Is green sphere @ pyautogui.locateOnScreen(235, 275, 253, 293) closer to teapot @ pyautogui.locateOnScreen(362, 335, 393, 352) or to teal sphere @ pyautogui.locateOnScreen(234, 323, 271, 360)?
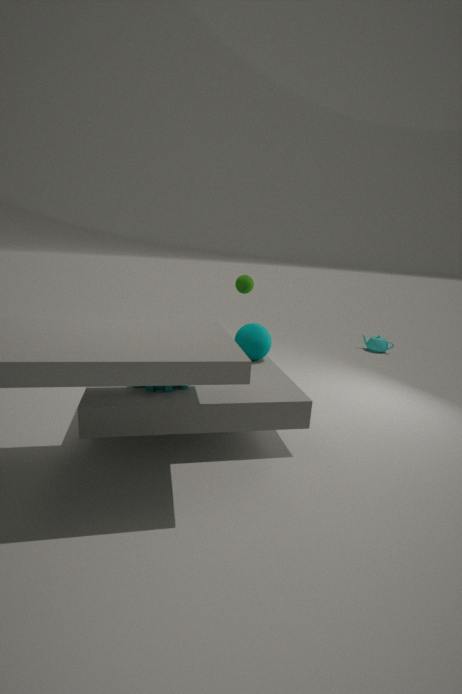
teal sphere @ pyautogui.locateOnScreen(234, 323, 271, 360)
